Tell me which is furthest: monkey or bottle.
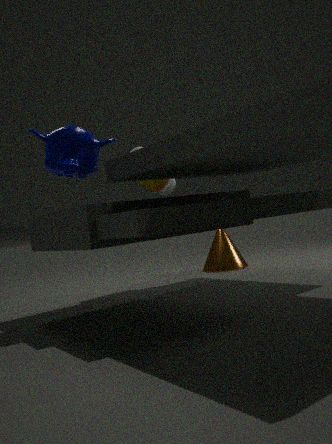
bottle
